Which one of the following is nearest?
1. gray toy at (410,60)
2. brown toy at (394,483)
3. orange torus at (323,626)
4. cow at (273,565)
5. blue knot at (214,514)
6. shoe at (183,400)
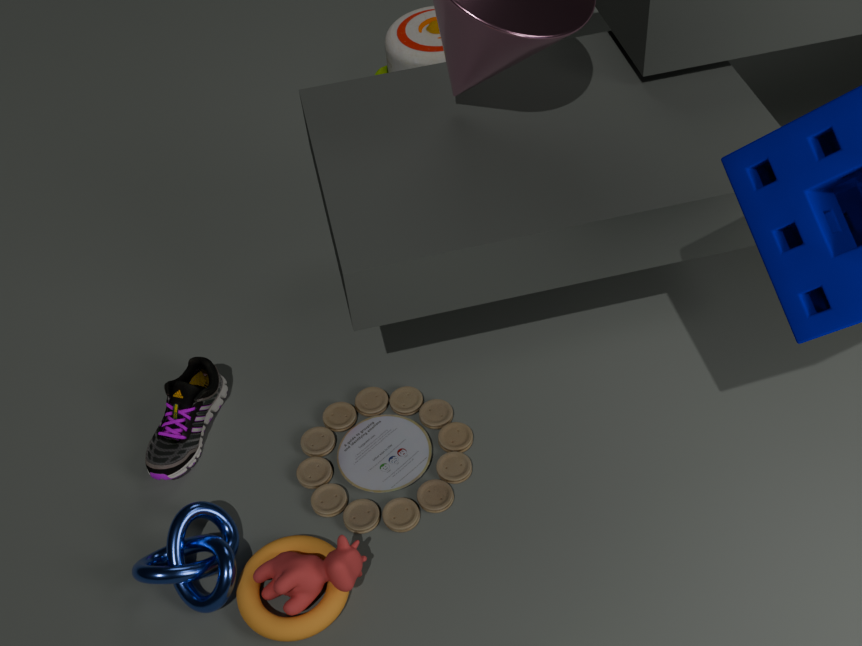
cow at (273,565)
